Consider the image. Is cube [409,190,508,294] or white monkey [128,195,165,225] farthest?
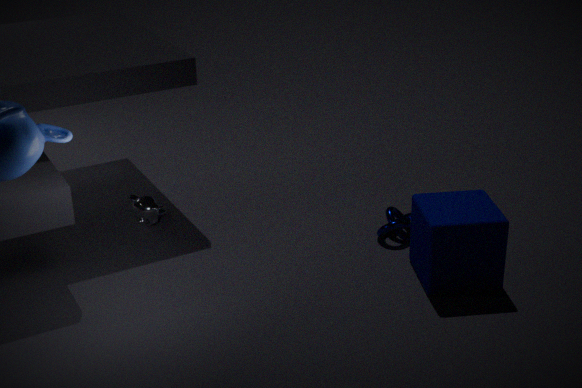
white monkey [128,195,165,225]
